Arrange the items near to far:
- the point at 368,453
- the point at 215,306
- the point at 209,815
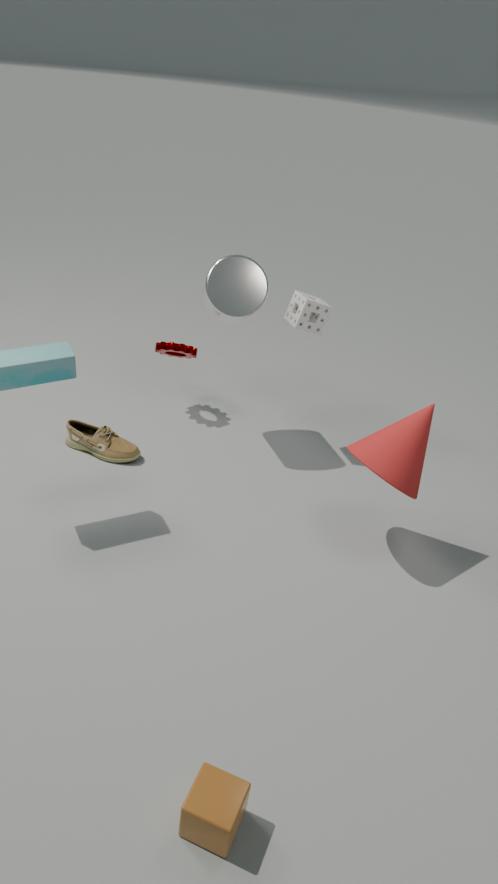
the point at 209,815
the point at 368,453
the point at 215,306
